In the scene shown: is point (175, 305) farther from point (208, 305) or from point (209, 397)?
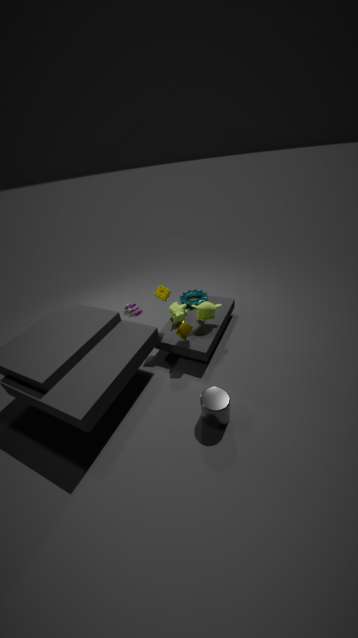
point (209, 397)
